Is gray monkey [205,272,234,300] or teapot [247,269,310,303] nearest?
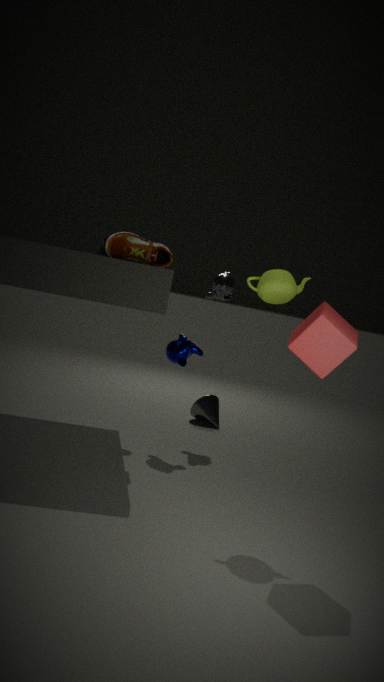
teapot [247,269,310,303]
